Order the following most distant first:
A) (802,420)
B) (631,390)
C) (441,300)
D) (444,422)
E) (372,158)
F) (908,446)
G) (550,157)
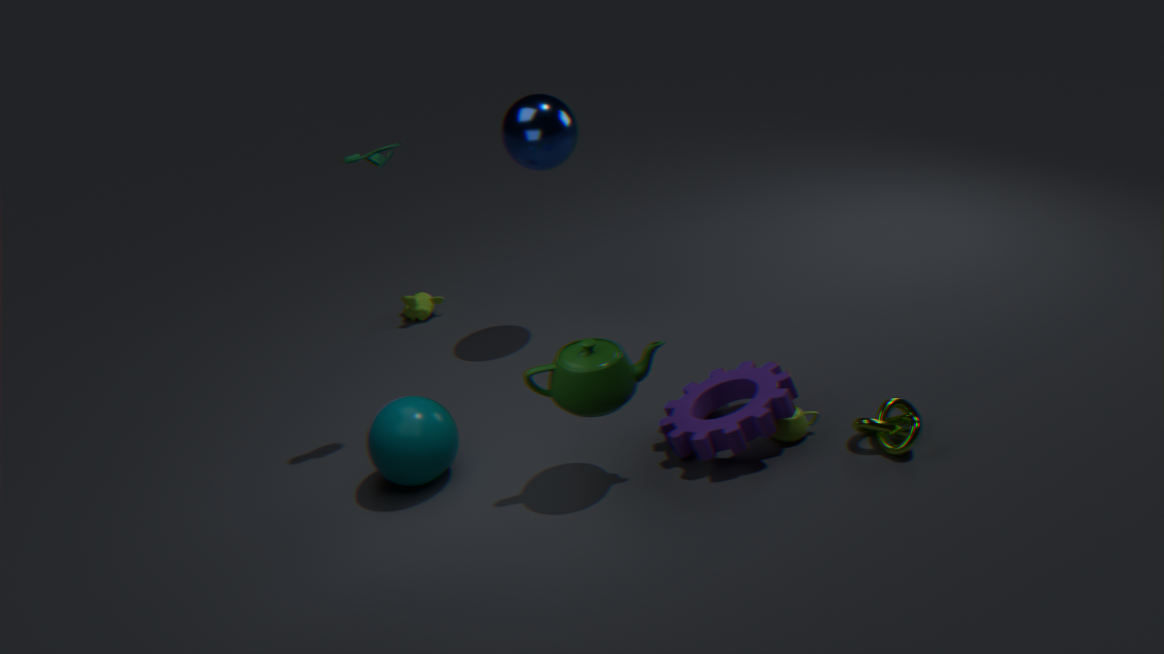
(441,300) < (550,157) < (372,158) < (444,422) < (802,420) < (631,390) < (908,446)
